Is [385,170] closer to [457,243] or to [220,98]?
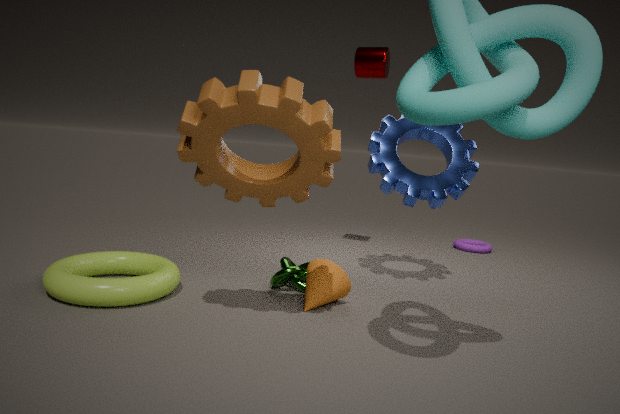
[220,98]
